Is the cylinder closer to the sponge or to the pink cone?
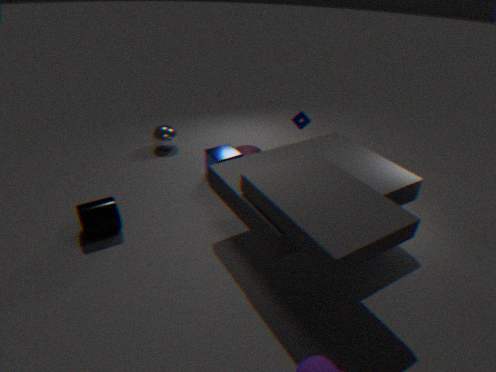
the pink cone
